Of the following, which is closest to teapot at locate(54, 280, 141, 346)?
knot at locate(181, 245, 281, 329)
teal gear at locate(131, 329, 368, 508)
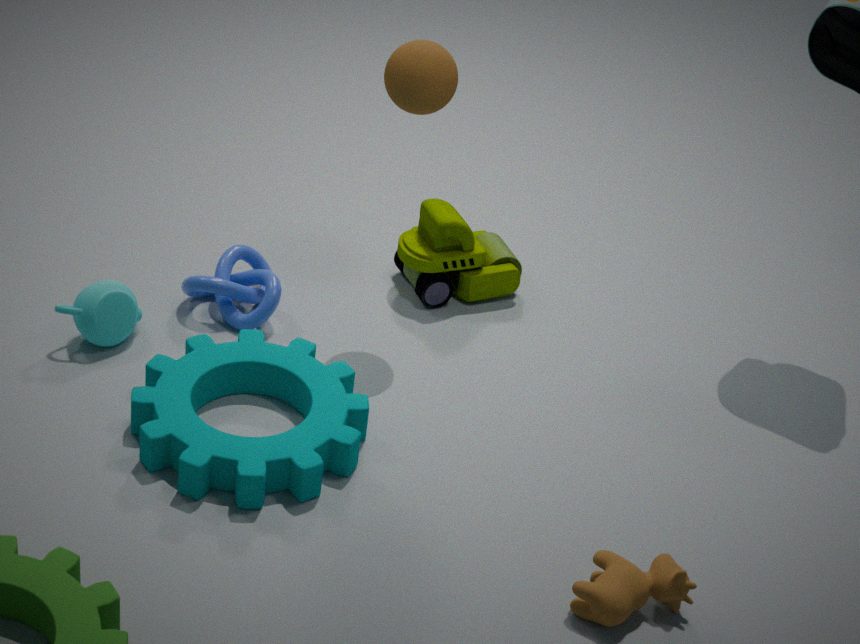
knot at locate(181, 245, 281, 329)
